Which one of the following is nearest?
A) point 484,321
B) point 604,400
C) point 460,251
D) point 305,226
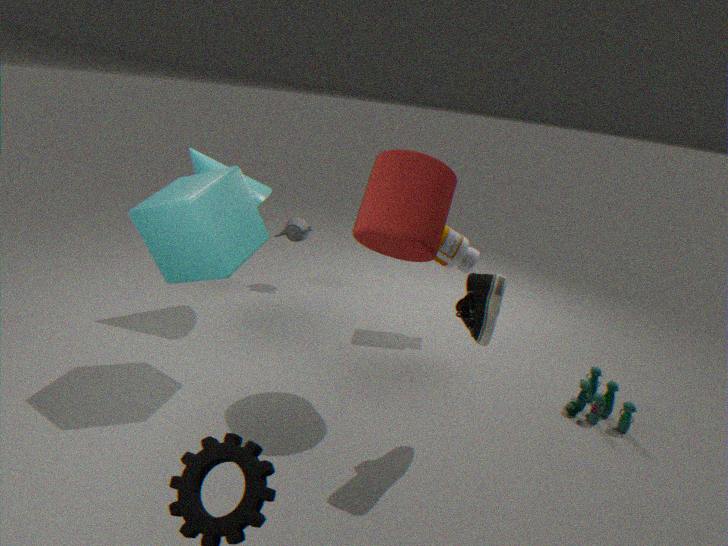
point 484,321
